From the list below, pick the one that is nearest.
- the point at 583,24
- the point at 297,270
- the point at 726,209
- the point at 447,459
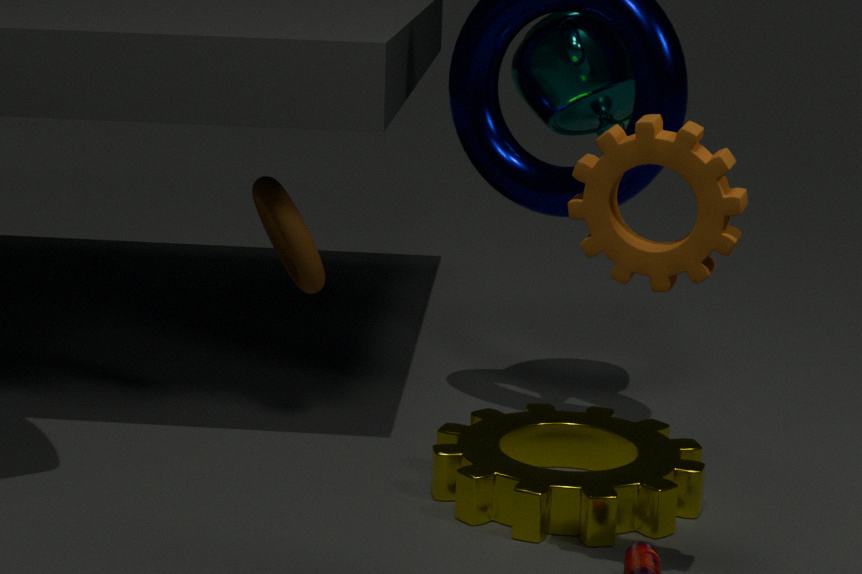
the point at 726,209
